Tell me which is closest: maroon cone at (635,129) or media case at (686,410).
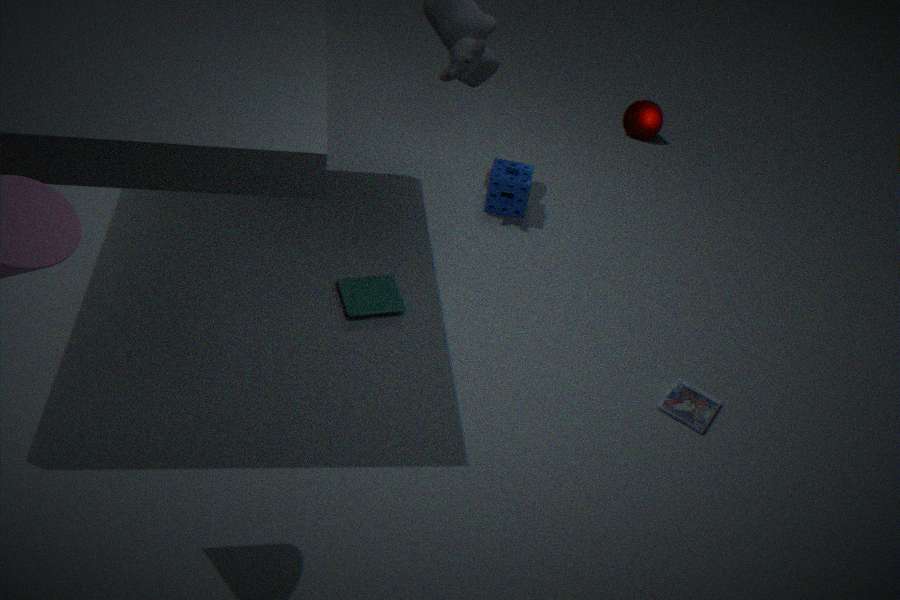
media case at (686,410)
